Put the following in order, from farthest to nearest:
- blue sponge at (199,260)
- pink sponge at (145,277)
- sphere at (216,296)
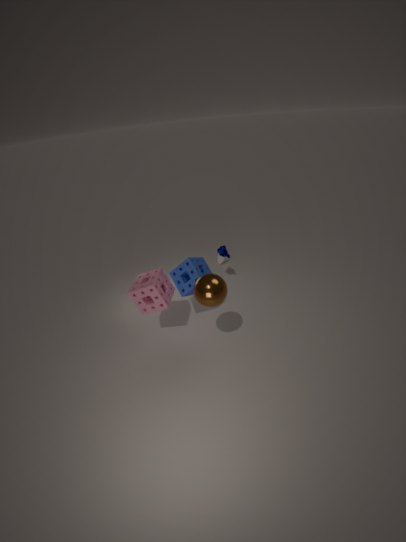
1. blue sponge at (199,260)
2. pink sponge at (145,277)
3. sphere at (216,296)
